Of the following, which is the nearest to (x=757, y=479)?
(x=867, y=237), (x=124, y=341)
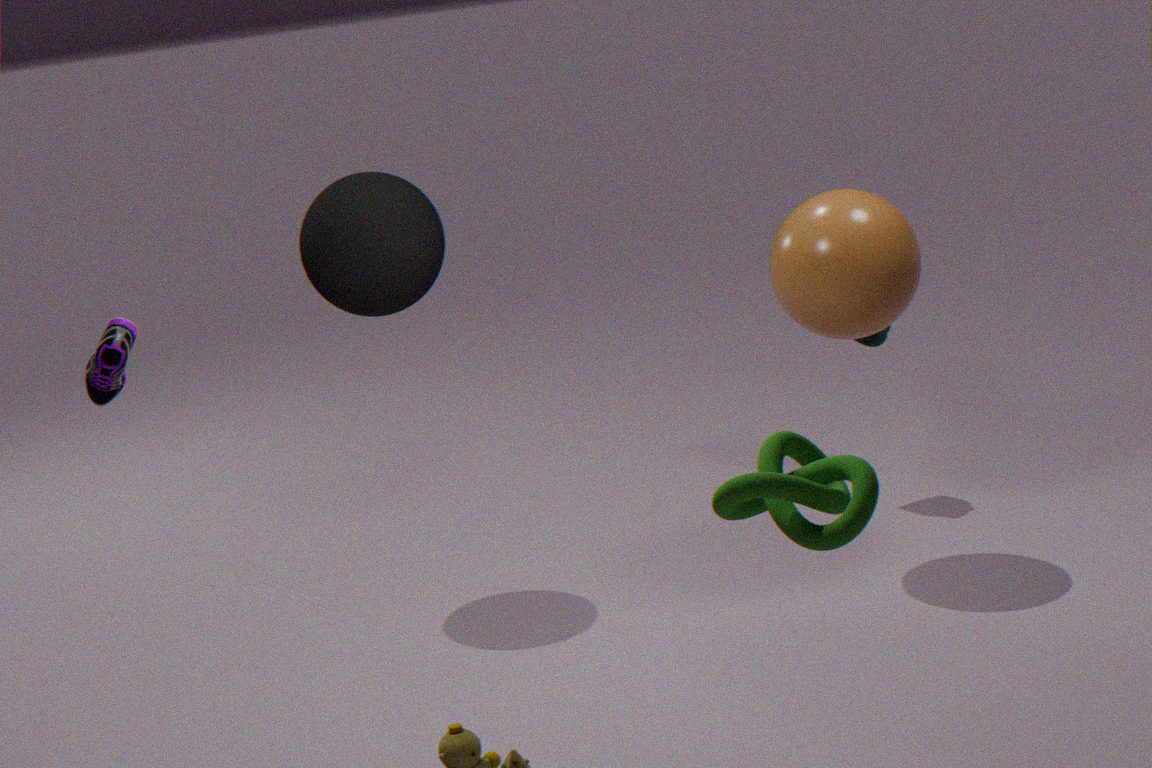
(x=867, y=237)
